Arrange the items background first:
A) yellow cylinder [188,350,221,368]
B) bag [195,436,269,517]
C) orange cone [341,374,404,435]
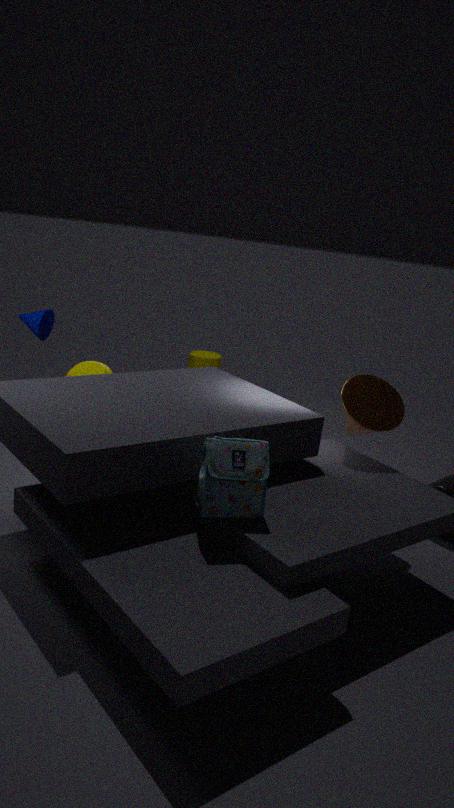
yellow cylinder [188,350,221,368] < orange cone [341,374,404,435] < bag [195,436,269,517]
